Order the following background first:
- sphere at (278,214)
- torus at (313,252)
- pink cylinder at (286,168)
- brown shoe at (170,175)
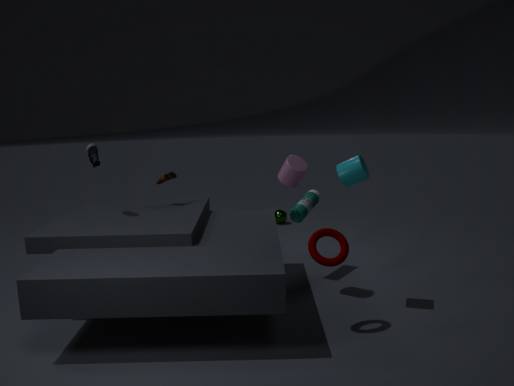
sphere at (278,214), brown shoe at (170,175), pink cylinder at (286,168), torus at (313,252)
